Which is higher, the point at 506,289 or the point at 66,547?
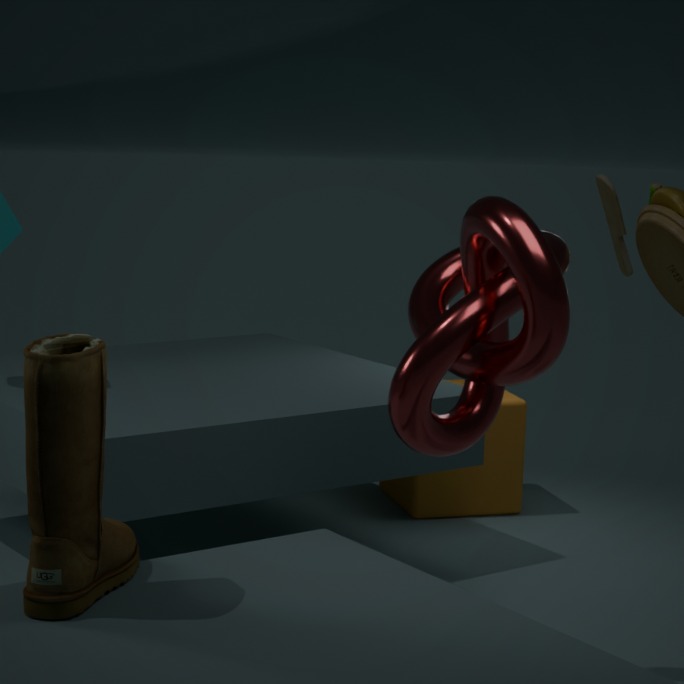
the point at 506,289
